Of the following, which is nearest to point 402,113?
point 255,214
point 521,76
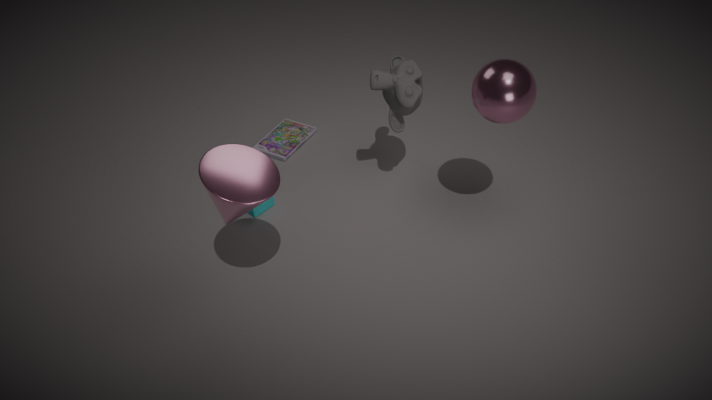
point 521,76
